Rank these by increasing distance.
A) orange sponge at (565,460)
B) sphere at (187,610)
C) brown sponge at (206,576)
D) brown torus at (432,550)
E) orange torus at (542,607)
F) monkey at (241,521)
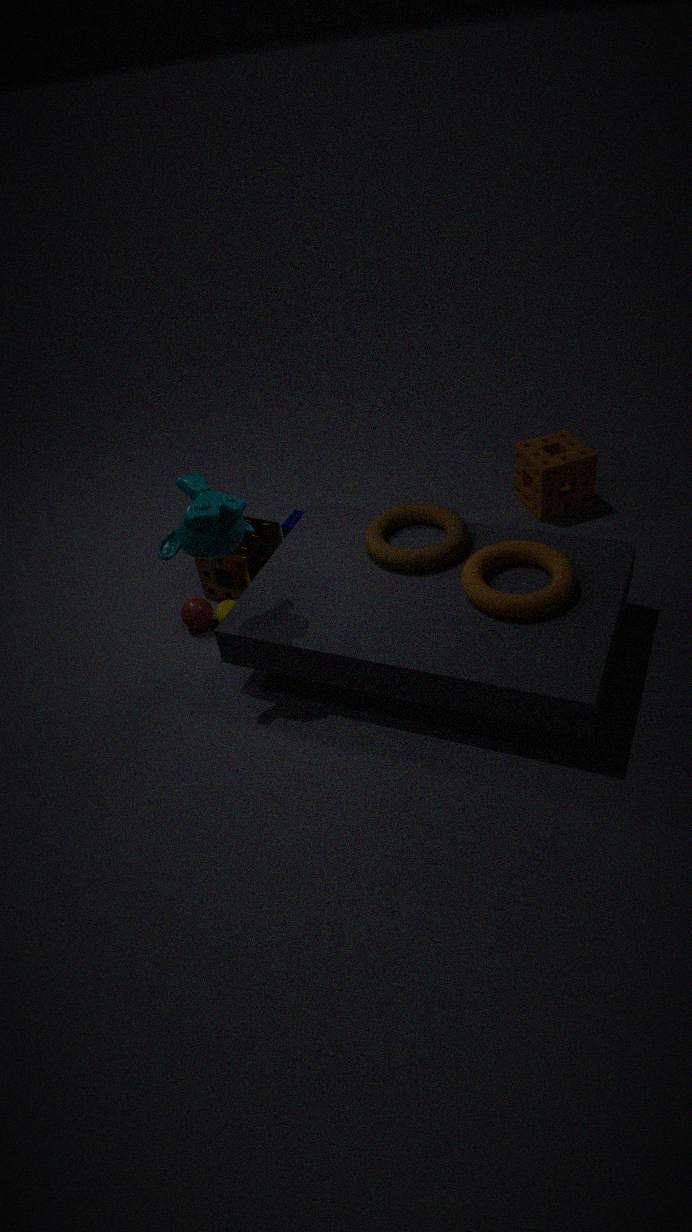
1. monkey at (241,521)
2. orange torus at (542,607)
3. brown torus at (432,550)
4. sphere at (187,610)
5. brown sponge at (206,576)
6. orange sponge at (565,460)
